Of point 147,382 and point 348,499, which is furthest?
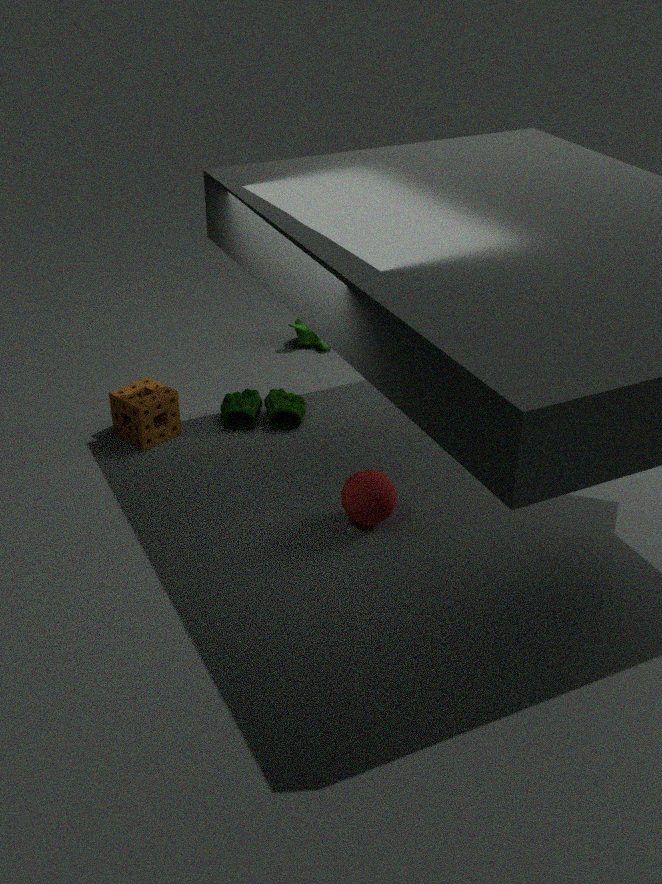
point 147,382
